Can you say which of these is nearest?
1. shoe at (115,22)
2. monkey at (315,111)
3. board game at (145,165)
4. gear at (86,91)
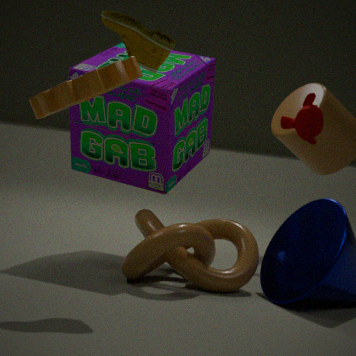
gear at (86,91)
